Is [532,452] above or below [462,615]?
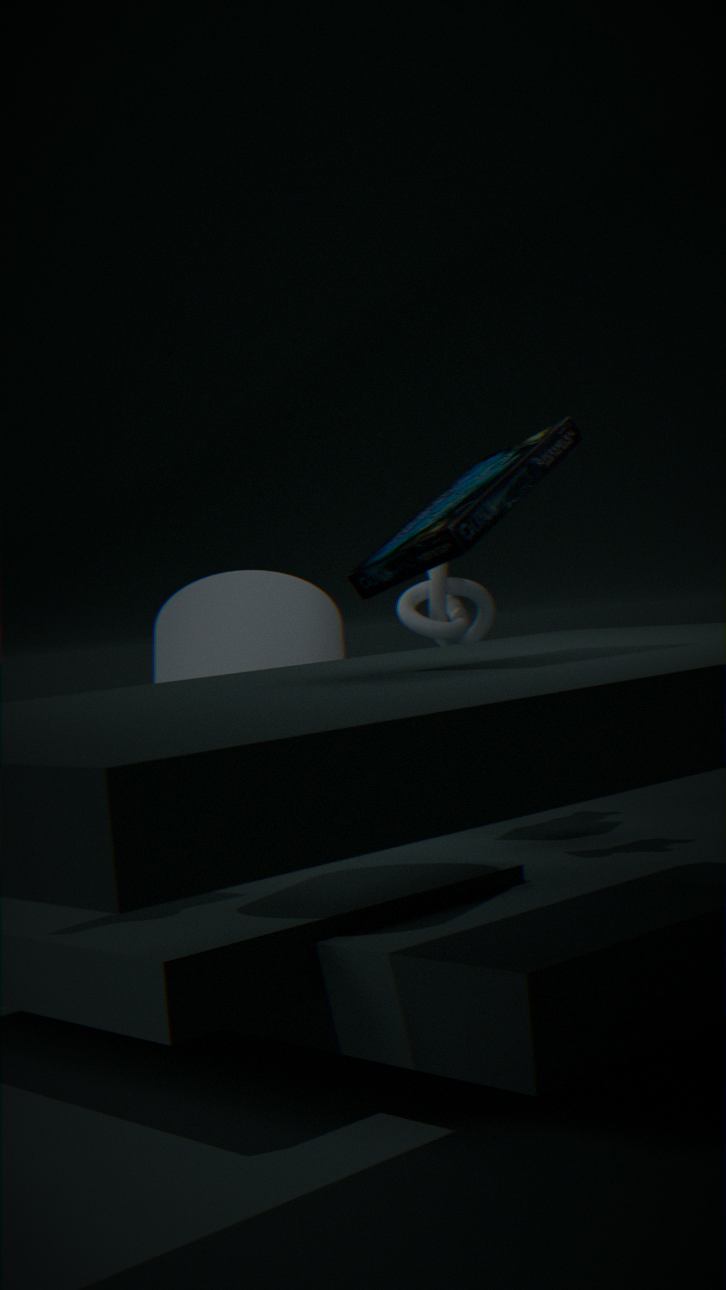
above
